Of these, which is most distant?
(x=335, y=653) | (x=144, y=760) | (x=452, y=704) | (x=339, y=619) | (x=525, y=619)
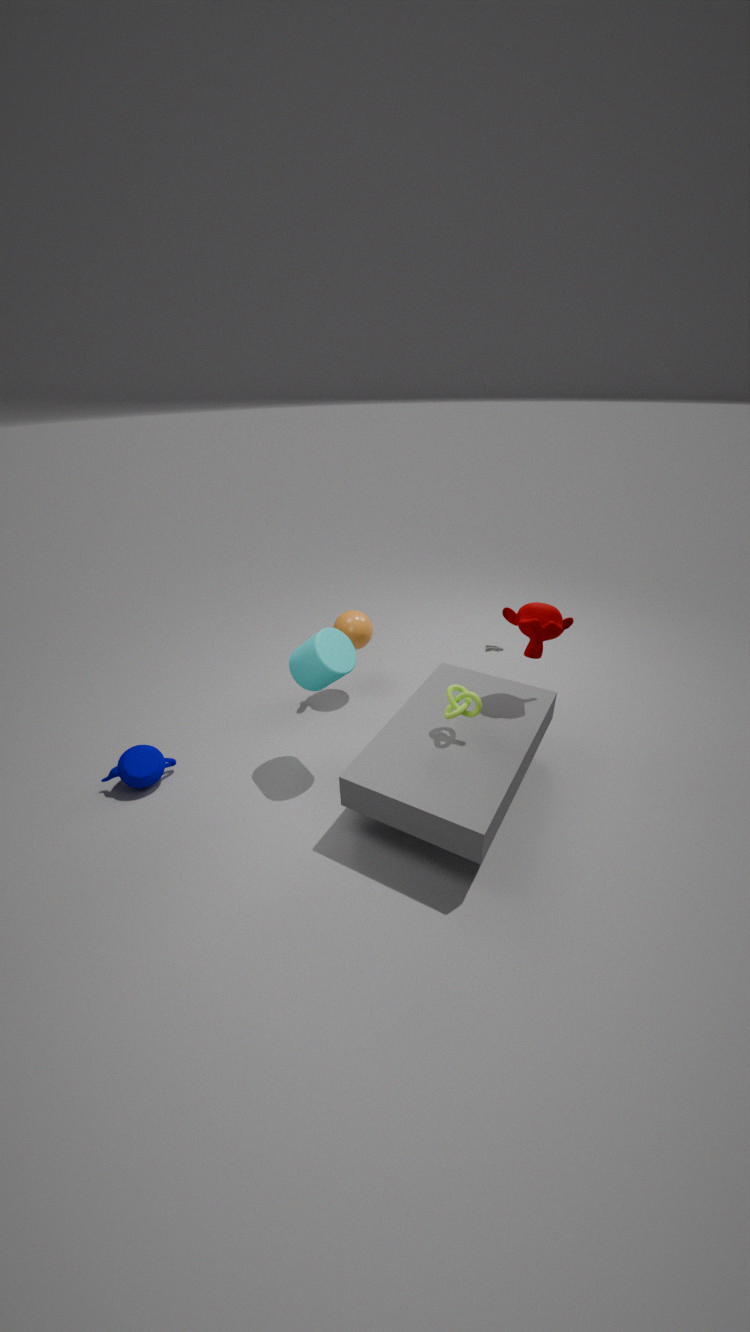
(x=339, y=619)
